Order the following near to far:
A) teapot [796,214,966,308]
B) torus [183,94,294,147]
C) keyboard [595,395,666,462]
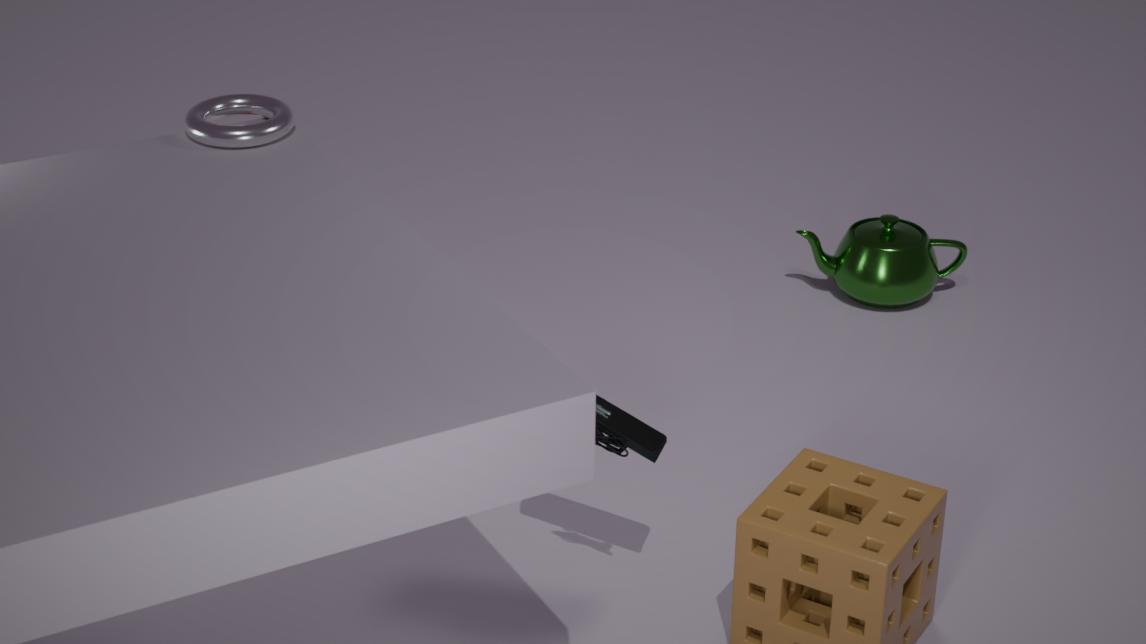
keyboard [595,395,666,462], torus [183,94,294,147], teapot [796,214,966,308]
